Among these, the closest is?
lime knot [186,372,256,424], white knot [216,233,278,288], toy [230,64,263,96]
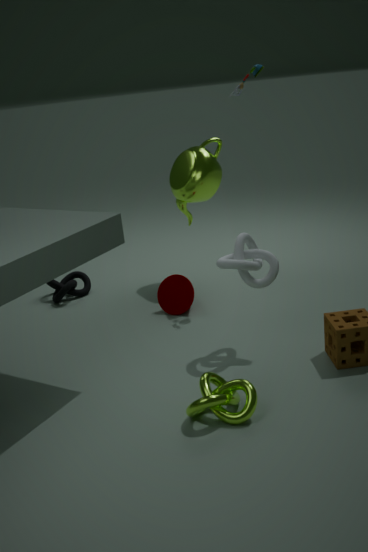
lime knot [186,372,256,424]
